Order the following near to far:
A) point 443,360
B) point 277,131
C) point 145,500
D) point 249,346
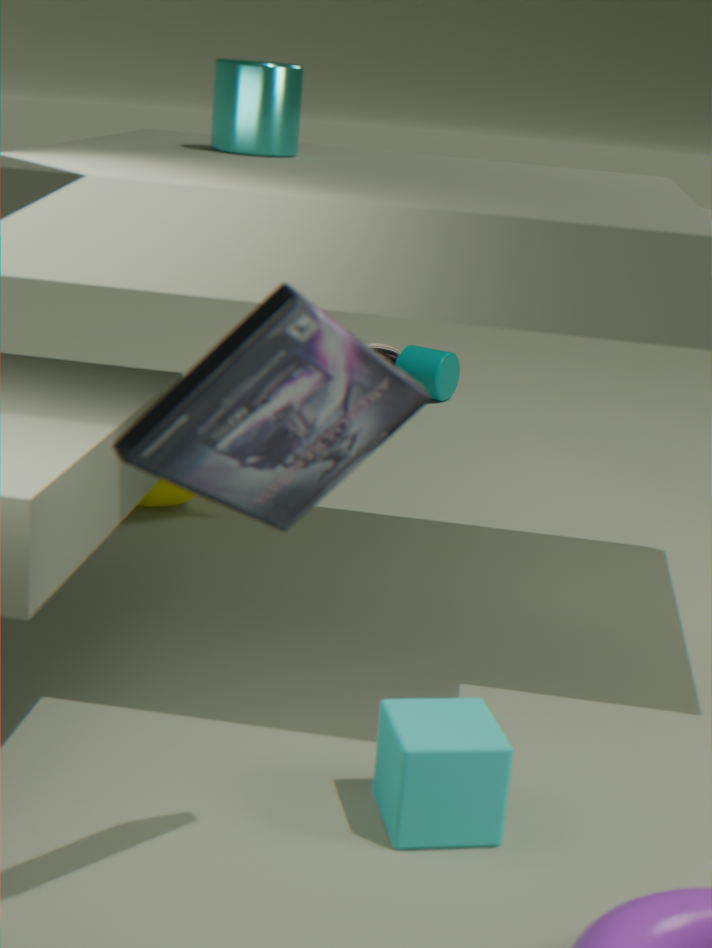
point 249,346 → point 277,131 → point 145,500 → point 443,360
